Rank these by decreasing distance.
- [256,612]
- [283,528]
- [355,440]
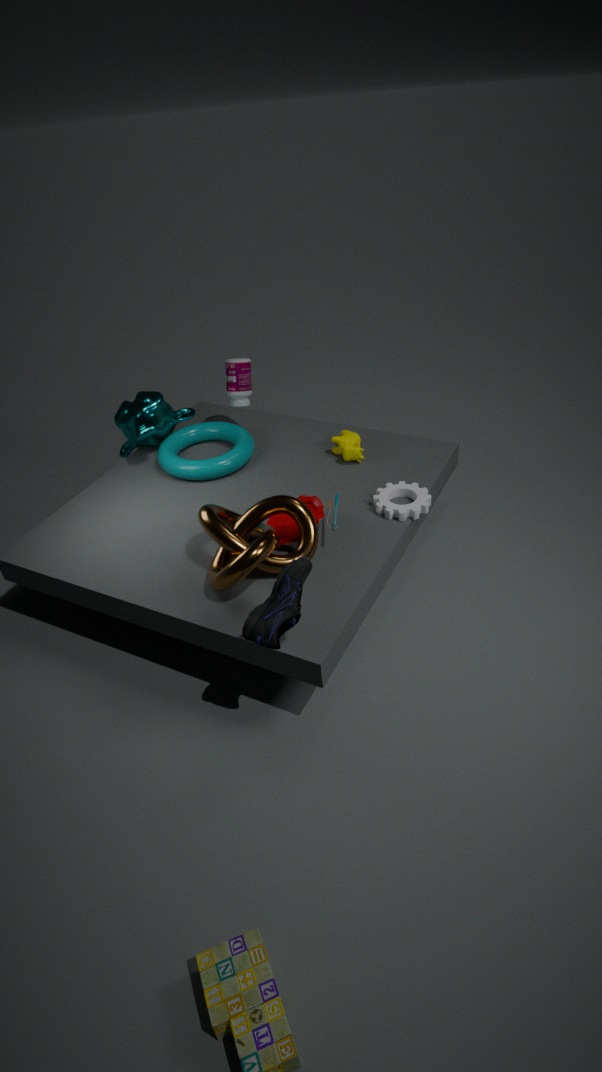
[355,440] → [283,528] → [256,612]
